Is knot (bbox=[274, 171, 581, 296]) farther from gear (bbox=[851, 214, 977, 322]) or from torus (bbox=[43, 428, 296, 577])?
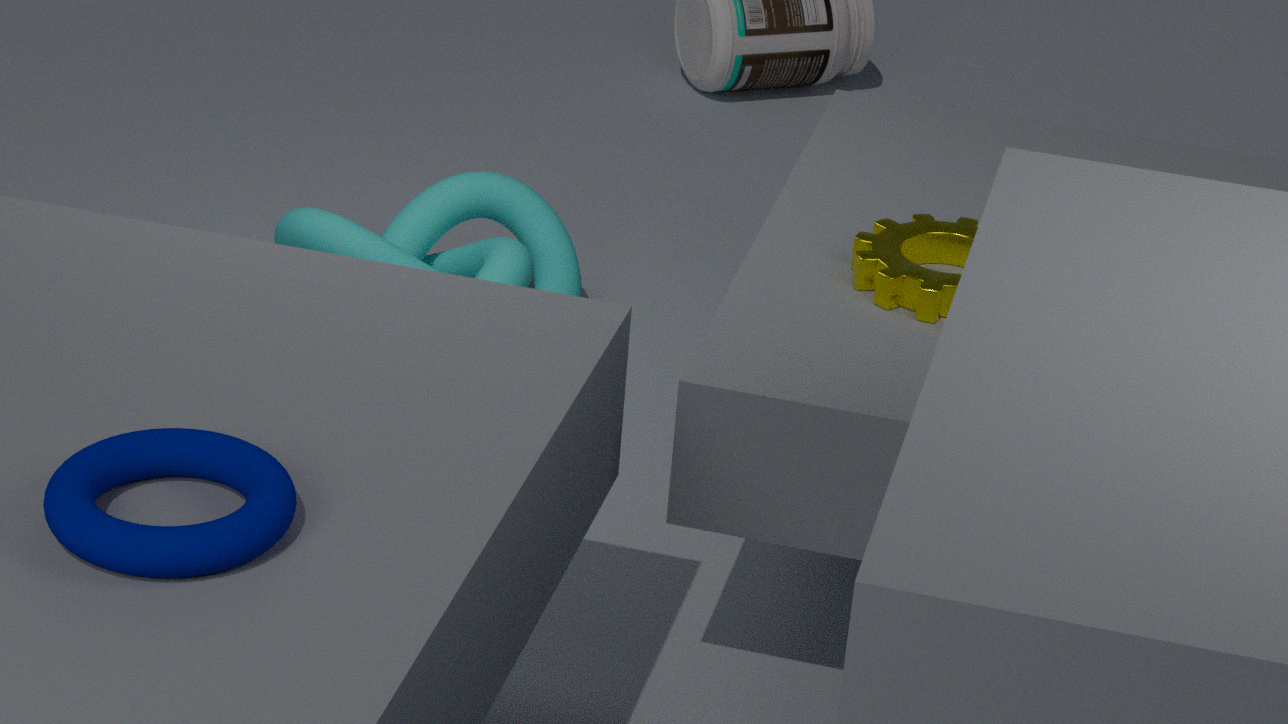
torus (bbox=[43, 428, 296, 577])
